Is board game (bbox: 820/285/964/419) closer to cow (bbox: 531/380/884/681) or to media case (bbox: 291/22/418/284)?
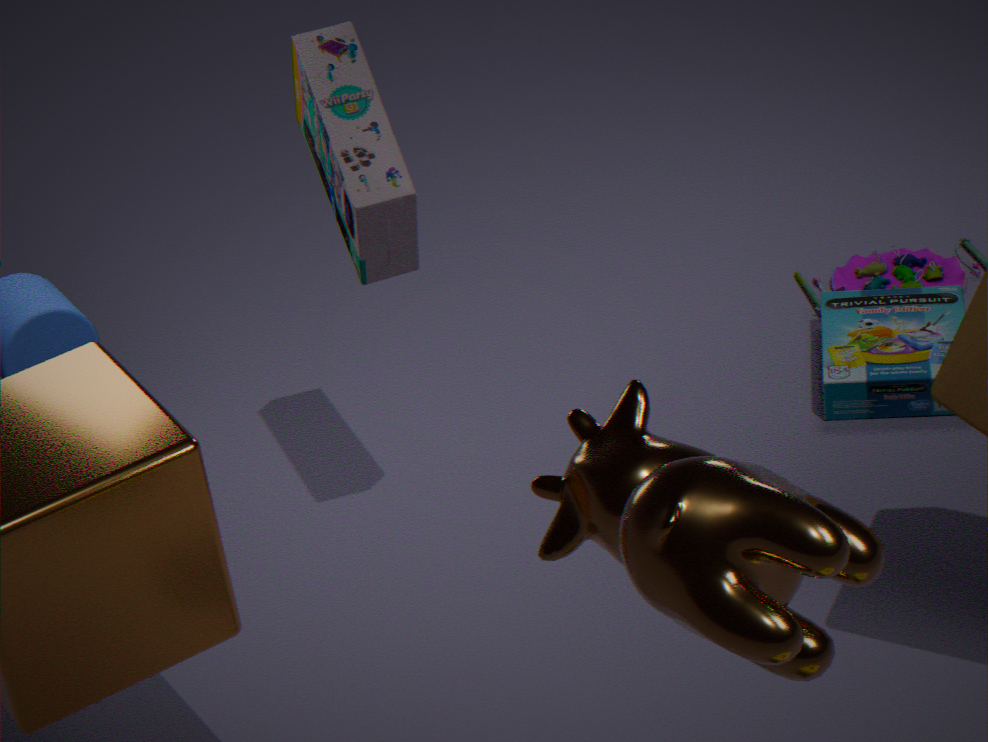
media case (bbox: 291/22/418/284)
